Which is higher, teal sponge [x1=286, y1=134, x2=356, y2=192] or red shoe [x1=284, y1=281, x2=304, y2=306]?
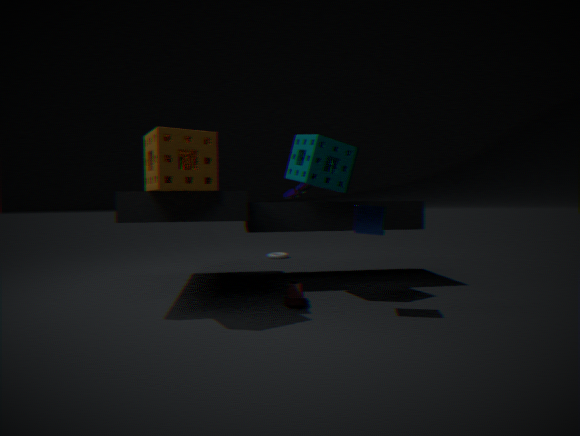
teal sponge [x1=286, y1=134, x2=356, y2=192]
